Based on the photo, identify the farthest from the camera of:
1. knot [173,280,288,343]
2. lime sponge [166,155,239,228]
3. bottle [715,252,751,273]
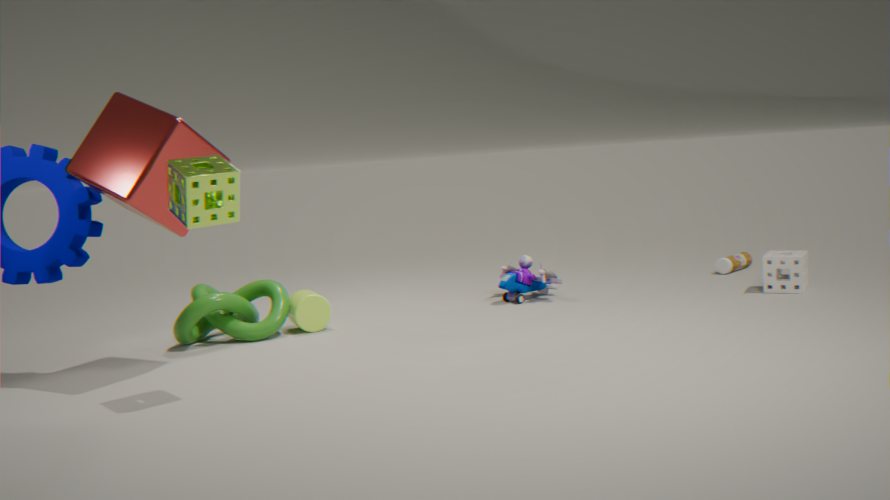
bottle [715,252,751,273]
